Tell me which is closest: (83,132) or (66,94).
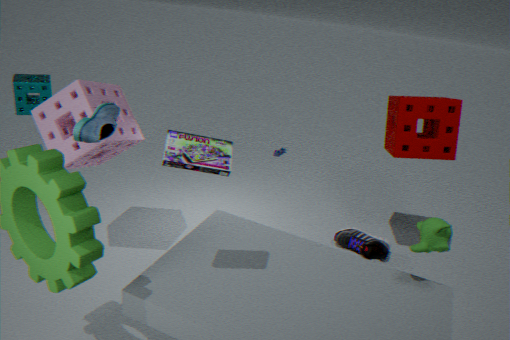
(83,132)
